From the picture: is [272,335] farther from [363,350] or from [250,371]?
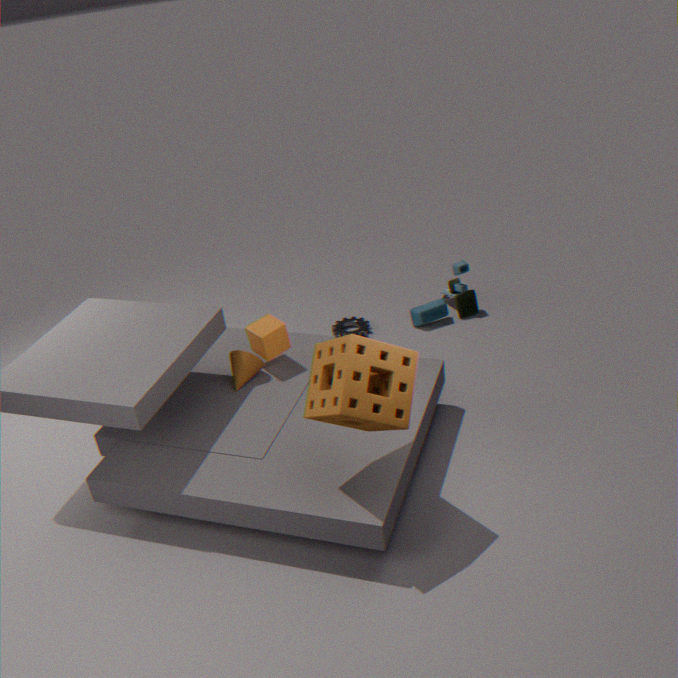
[363,350]
